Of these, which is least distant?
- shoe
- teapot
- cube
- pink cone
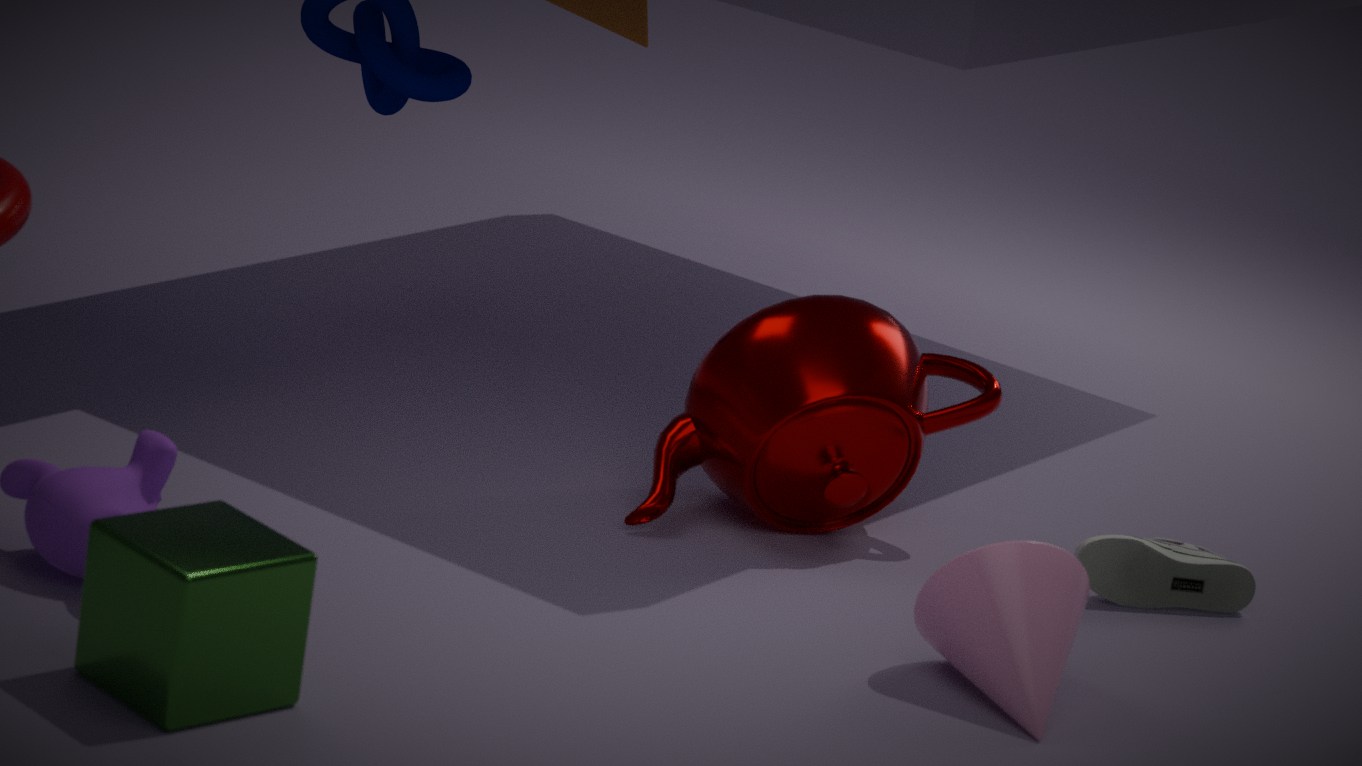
cube
